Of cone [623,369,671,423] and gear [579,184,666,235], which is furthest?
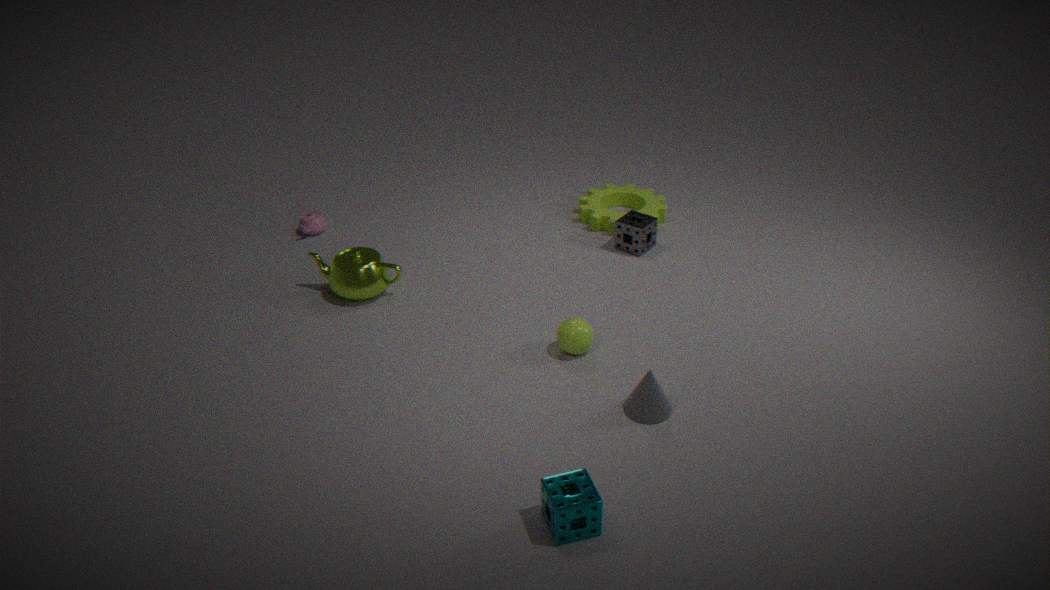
gear [579,184,666,235]
